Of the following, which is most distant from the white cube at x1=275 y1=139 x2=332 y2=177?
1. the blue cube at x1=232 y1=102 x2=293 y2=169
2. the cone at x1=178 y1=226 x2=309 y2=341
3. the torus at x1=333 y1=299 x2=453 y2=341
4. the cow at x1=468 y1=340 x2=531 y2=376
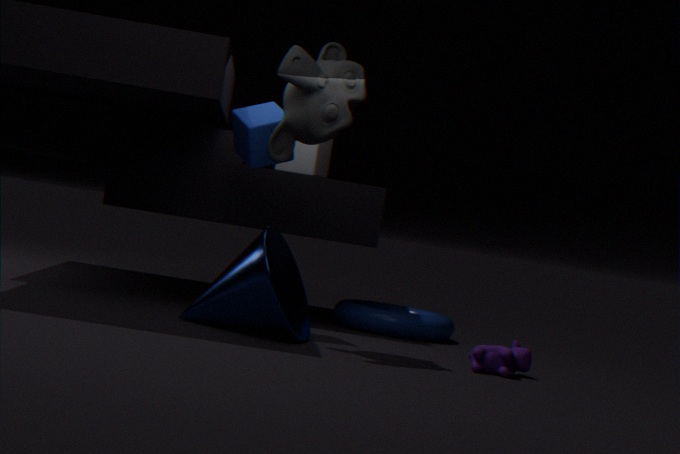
the cow at x1=468 y1=340 x2=531 y2=376
